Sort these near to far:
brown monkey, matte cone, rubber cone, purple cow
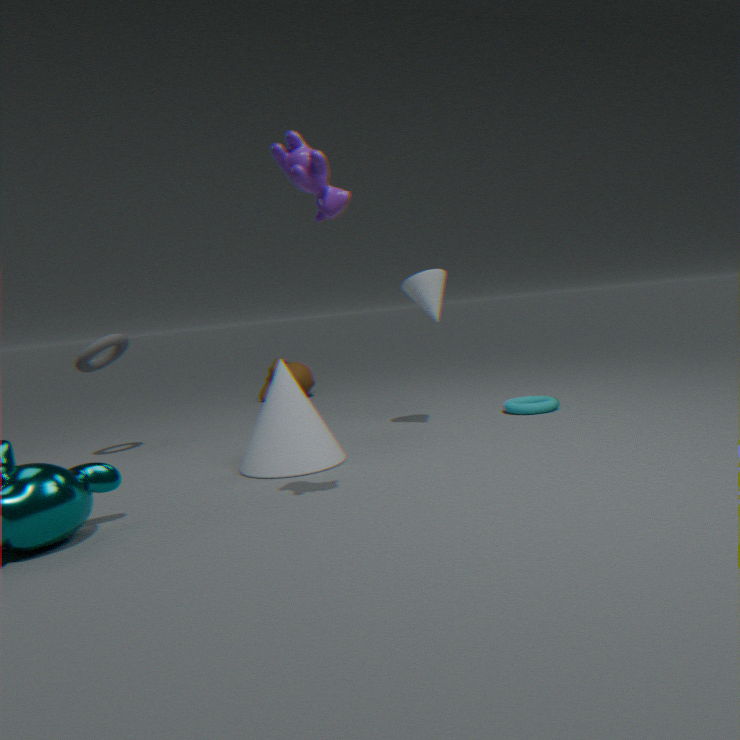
1. purple cow
2. matte cone
3. rubber cone
4. brown monkey
